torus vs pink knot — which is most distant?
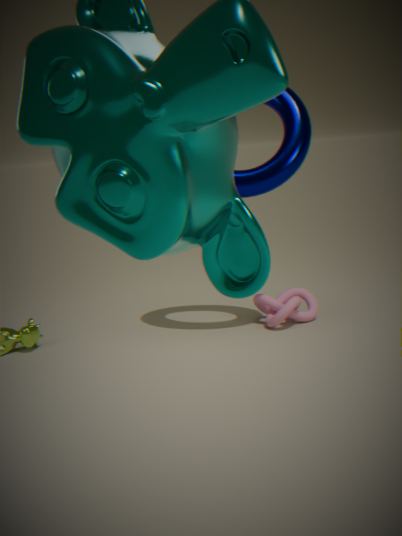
pink knot
